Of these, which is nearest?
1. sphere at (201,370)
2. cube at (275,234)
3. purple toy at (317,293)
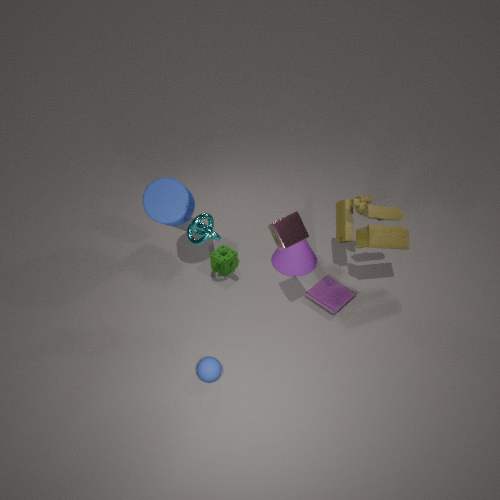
cube at (275,234)
